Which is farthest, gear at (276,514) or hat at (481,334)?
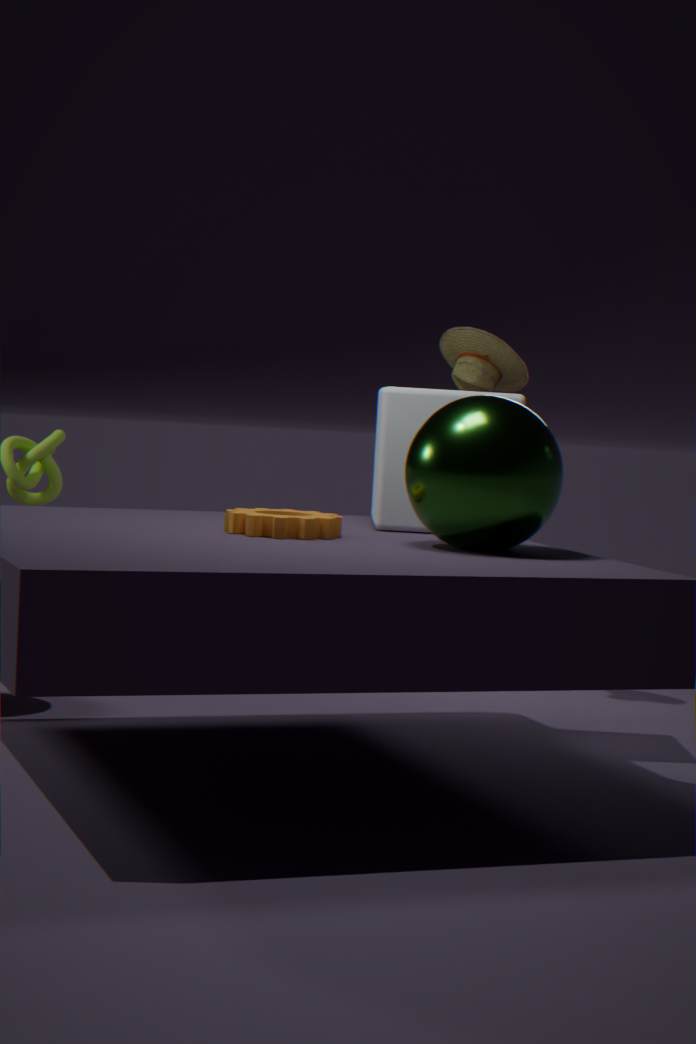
hat at (481,334)
